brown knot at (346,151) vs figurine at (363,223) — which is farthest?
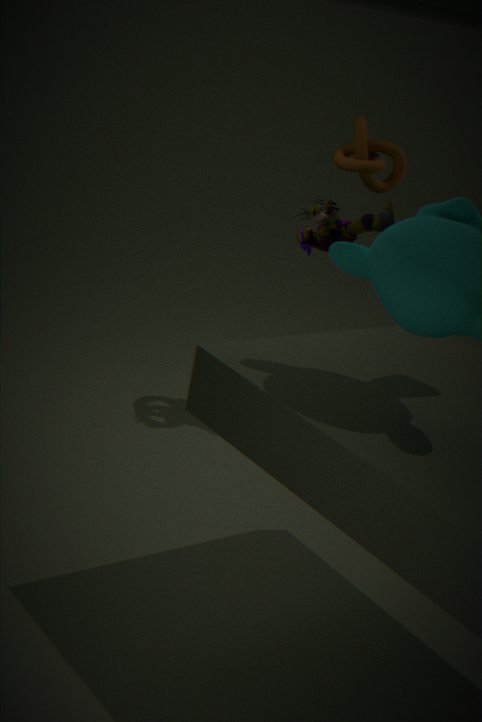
figurine at (363,223)
